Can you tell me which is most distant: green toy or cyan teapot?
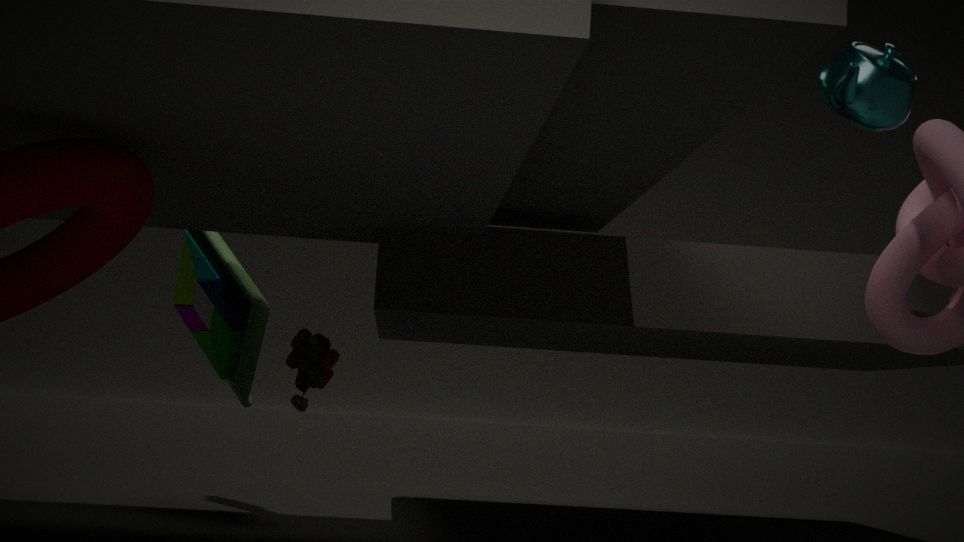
green toy
